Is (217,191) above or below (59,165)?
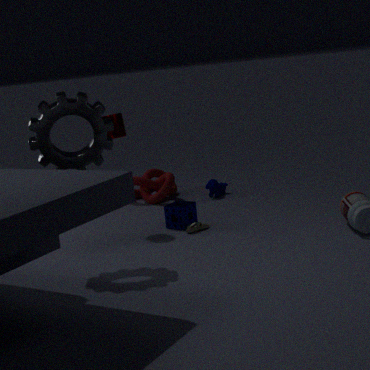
below
